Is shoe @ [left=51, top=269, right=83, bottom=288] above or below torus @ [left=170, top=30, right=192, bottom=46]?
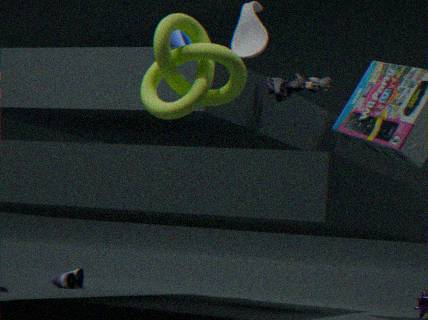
below
